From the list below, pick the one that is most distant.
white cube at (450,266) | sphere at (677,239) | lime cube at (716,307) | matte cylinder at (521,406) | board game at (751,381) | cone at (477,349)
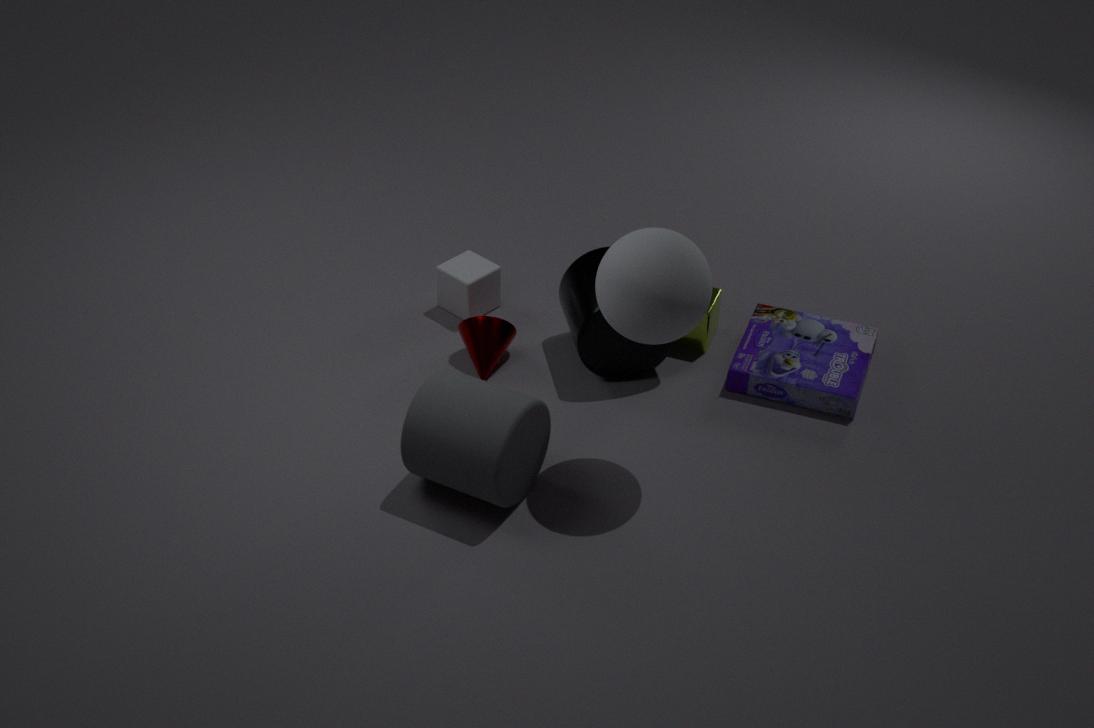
white cube at (450,266)
